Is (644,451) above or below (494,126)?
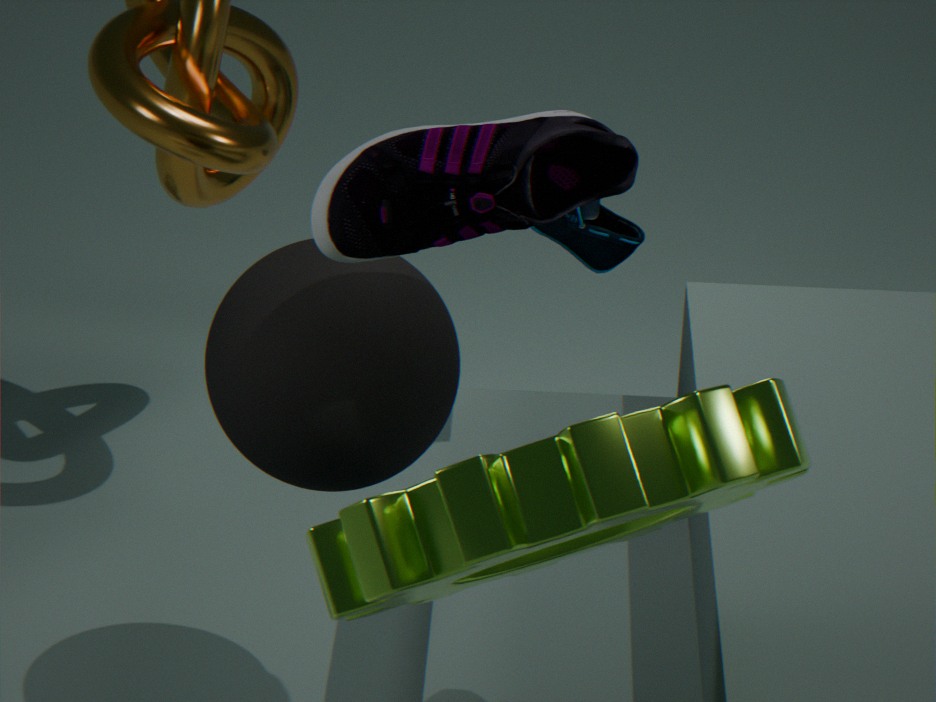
below
